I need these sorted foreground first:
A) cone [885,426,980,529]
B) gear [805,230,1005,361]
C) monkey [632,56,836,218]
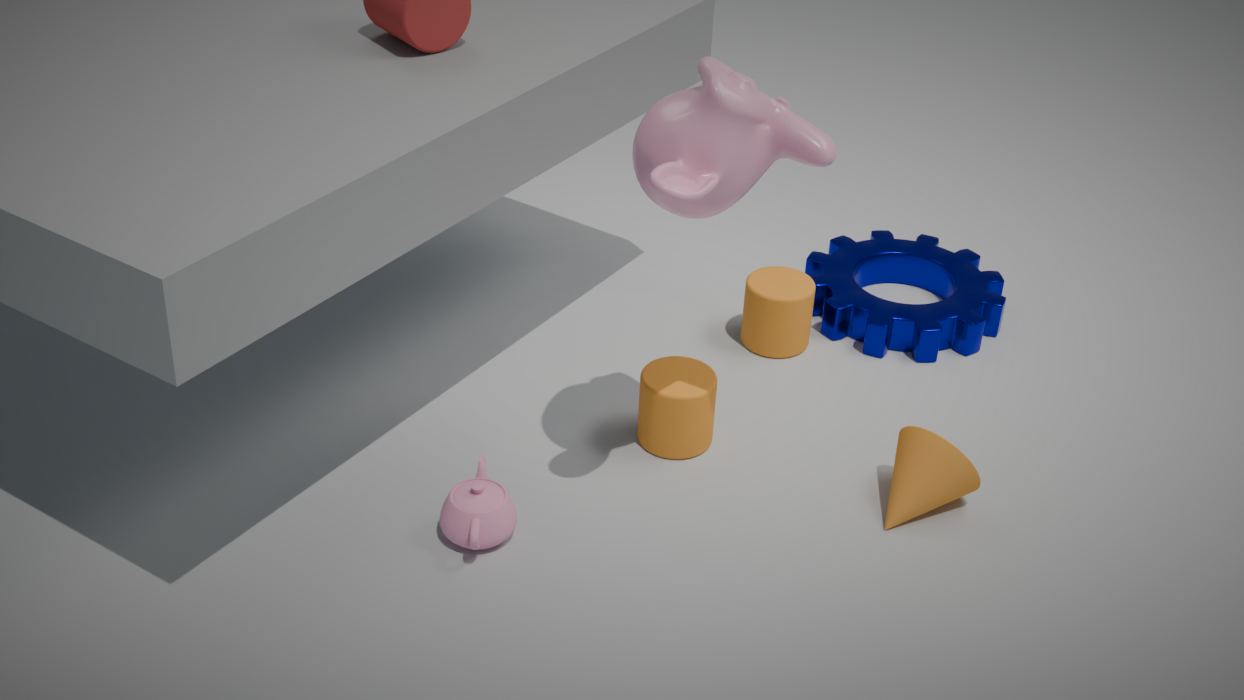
1. monkey [632,56,836,218]
2. cone [885,426,980,529]
3. gear [805,230,1005,361]
